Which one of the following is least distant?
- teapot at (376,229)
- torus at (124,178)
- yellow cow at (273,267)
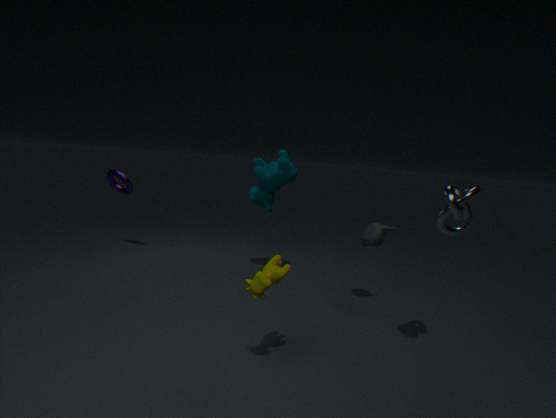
yellow cow at (273,267)
